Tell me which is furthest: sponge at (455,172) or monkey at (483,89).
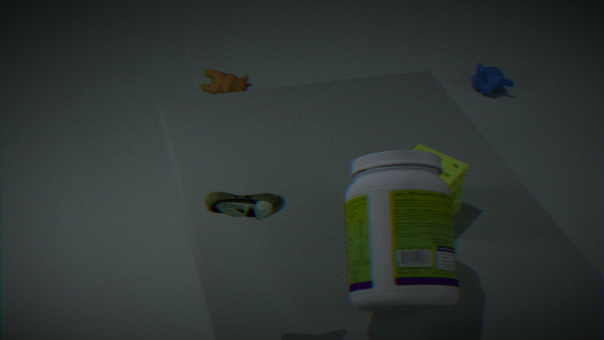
monkey at (483,89)
